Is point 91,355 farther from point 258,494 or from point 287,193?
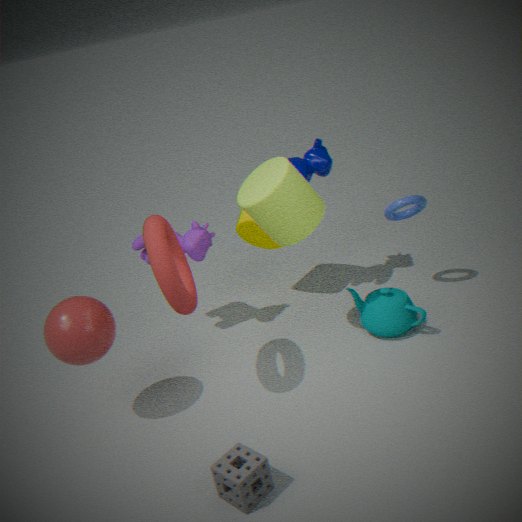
point 287,193
